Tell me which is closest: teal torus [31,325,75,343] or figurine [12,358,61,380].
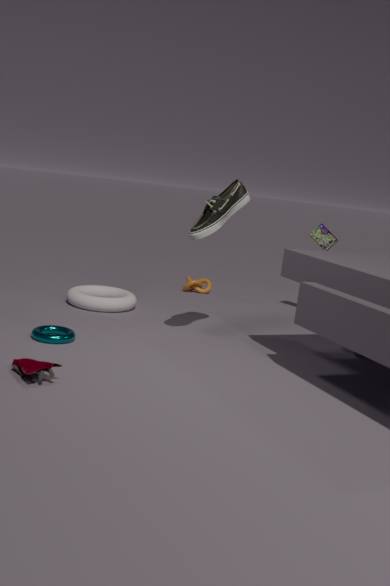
figurine [12,358,61,380]
